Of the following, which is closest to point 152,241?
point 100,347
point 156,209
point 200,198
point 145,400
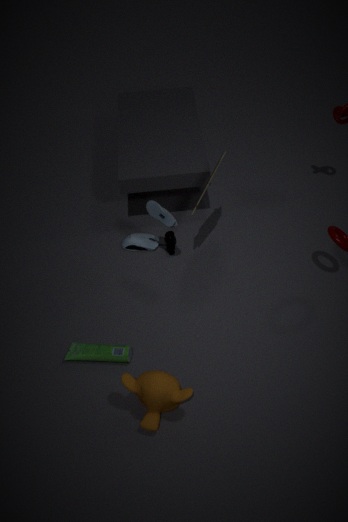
point 156,209
